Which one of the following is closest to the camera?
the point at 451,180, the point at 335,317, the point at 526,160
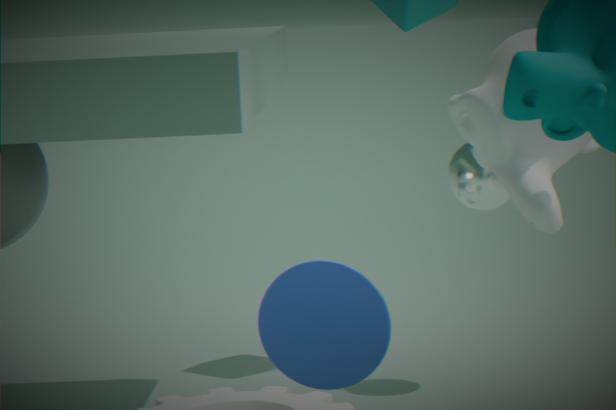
the point at 335,317
